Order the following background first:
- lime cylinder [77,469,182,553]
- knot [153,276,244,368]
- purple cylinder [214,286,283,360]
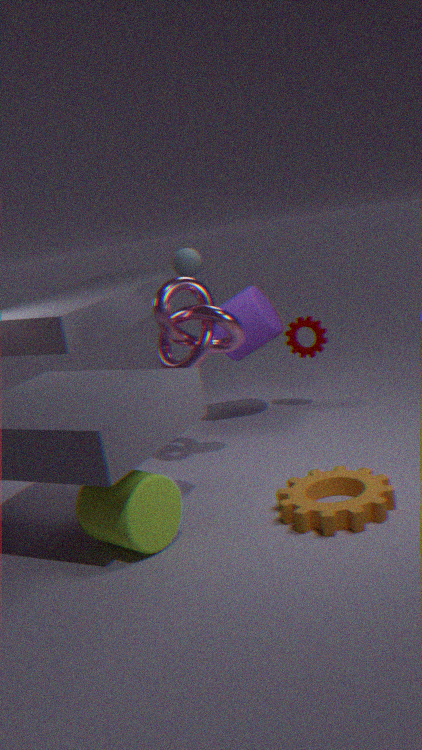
purple cylinder [214,286,283,360] < knot [153,276,244,368] < lime cylinder [77,469,182,553]
